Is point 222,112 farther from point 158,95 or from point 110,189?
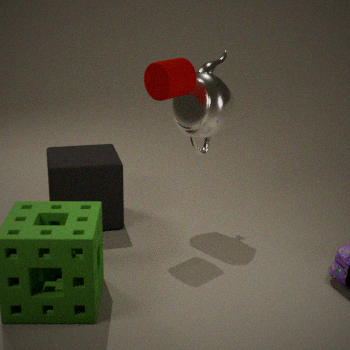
point 110,189
